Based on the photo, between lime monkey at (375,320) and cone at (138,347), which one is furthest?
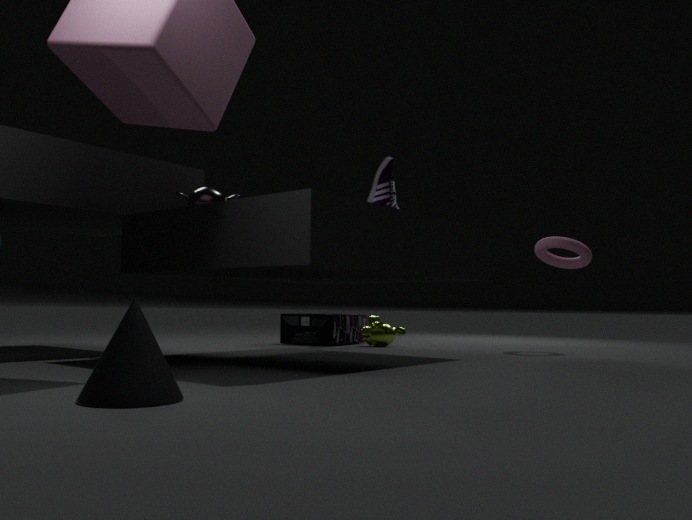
lime monkey at (375,320)
